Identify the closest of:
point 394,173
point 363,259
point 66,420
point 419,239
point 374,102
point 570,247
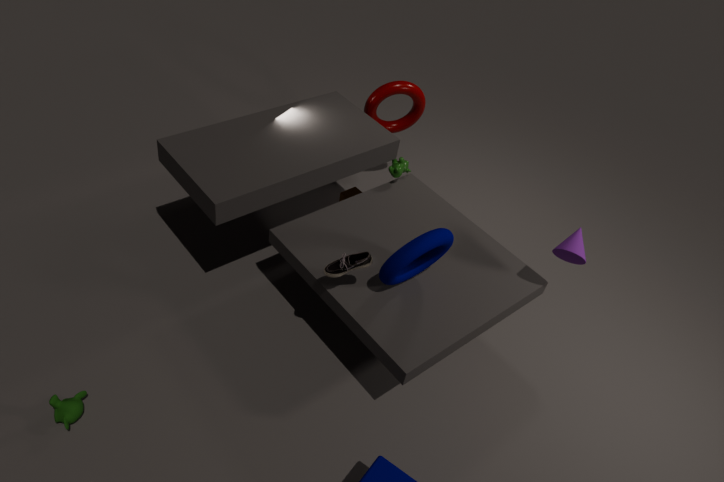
point 66,420
